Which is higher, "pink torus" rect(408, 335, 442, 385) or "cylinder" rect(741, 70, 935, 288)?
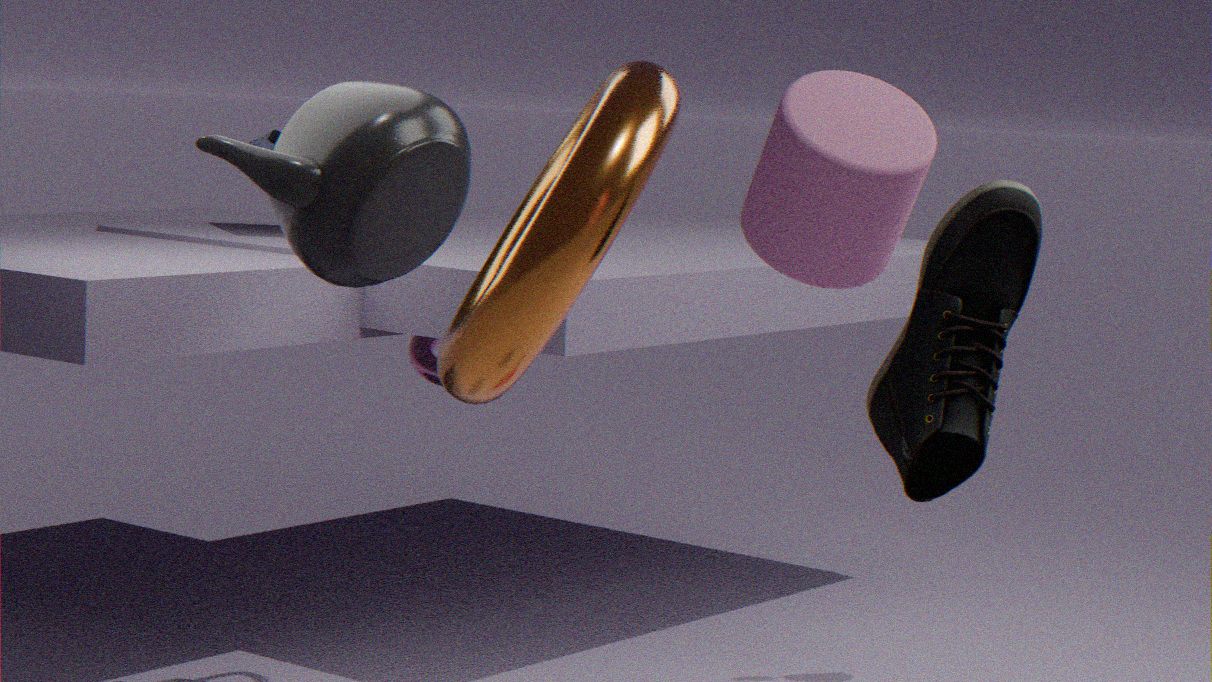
"cylinder" rect(741, 70, 935, 288)
